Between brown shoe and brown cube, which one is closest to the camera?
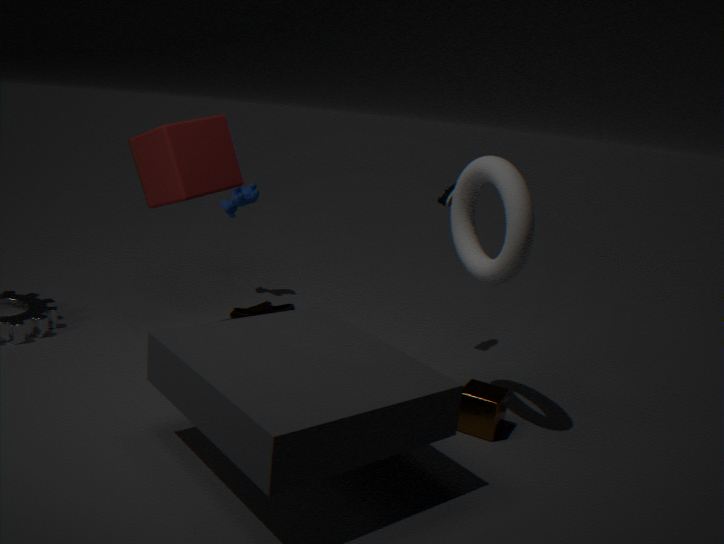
brown cube
